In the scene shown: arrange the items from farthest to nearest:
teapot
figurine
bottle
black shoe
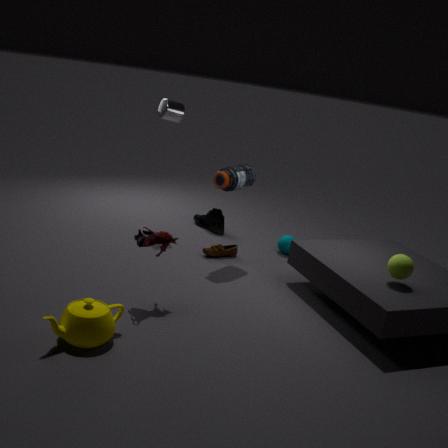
black shoe, bottle, figurine, teapot
